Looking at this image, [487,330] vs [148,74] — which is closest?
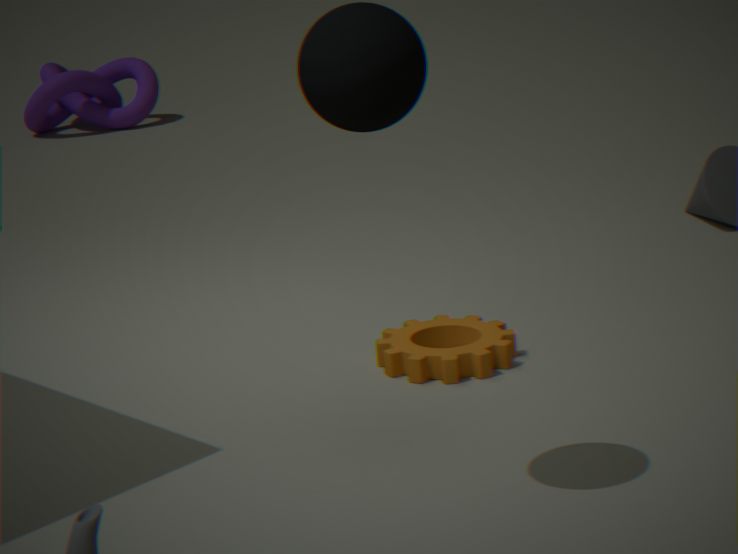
[487,330]
